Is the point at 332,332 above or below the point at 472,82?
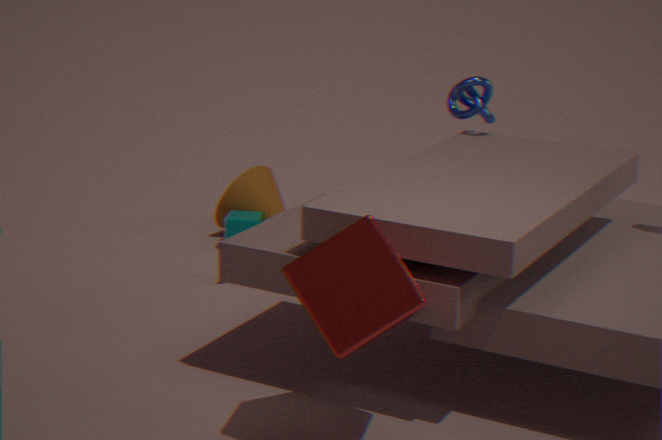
below
